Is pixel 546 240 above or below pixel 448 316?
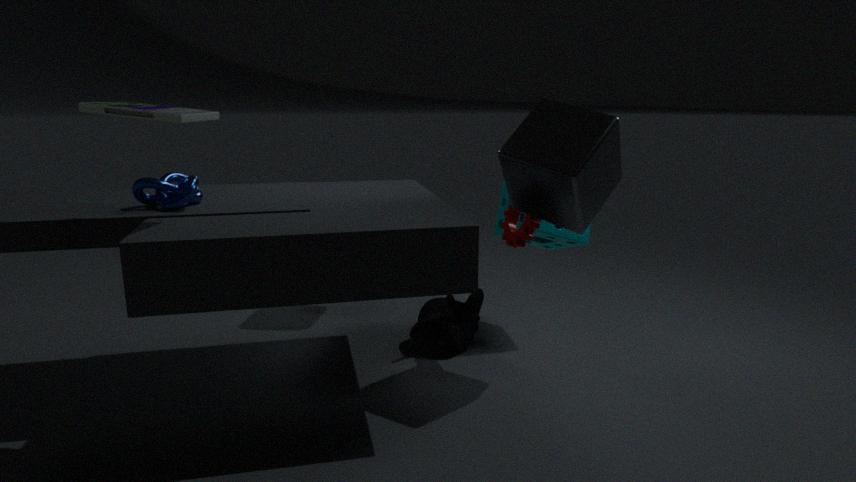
above
